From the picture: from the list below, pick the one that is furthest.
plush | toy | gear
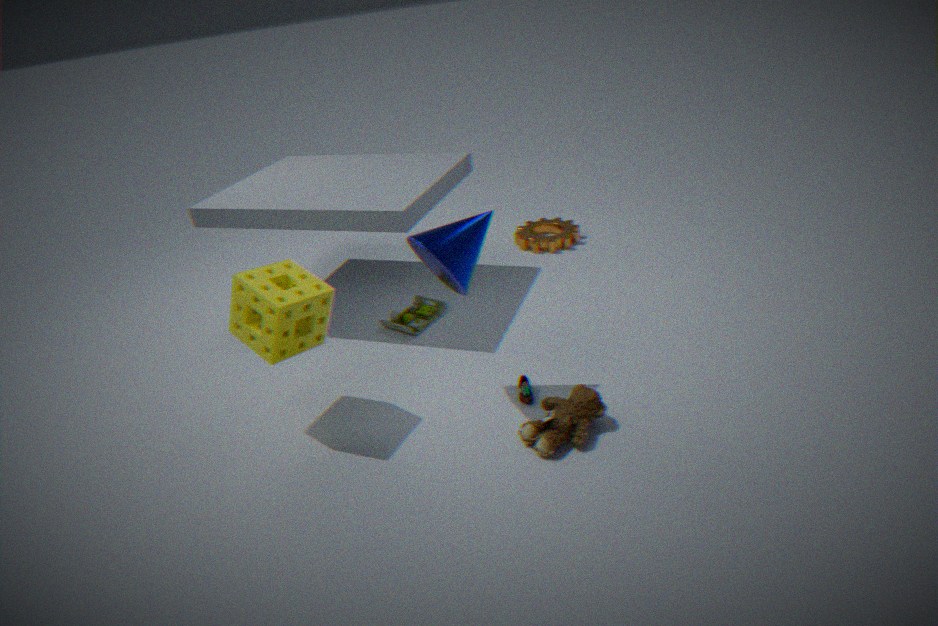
gear
